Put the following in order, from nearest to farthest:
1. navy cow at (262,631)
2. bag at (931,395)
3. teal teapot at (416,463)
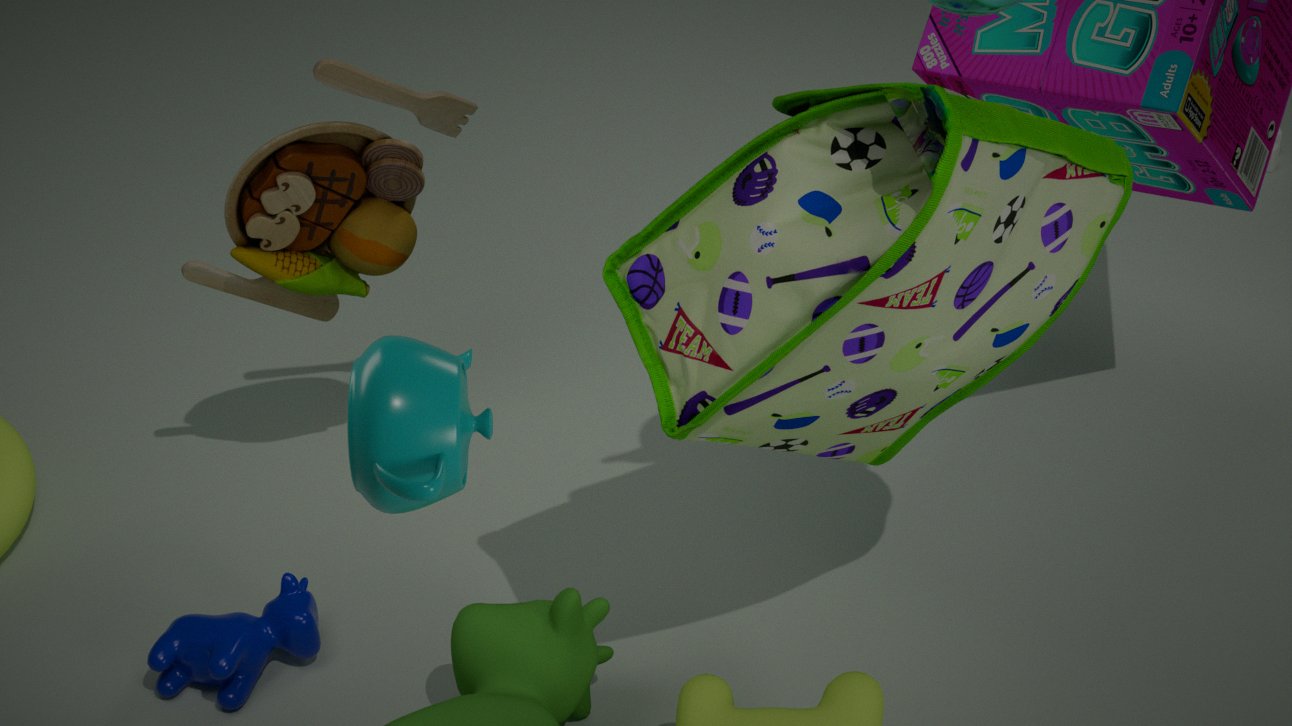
teal teapot at (416,463) → bag at (931,395) → navy cow at (262,631)
